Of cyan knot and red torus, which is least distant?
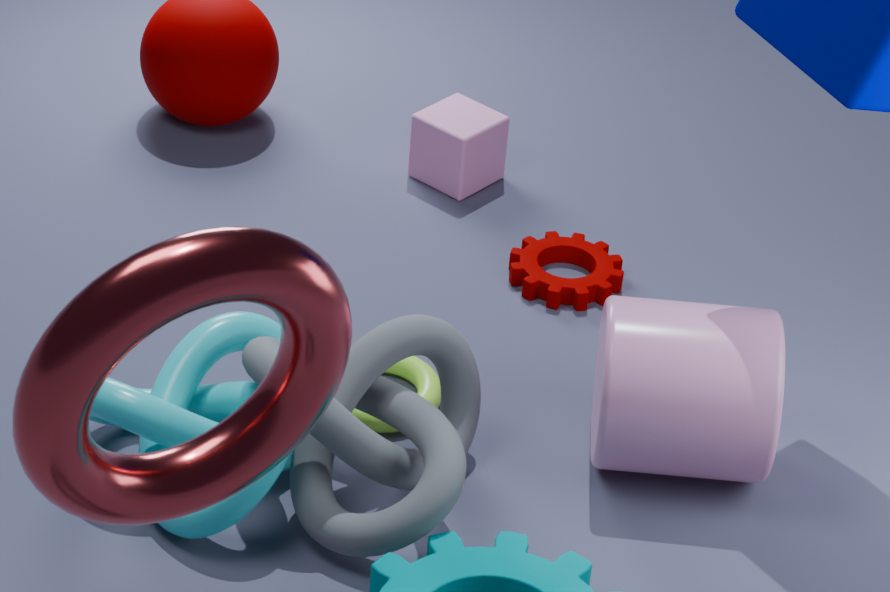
red torus
